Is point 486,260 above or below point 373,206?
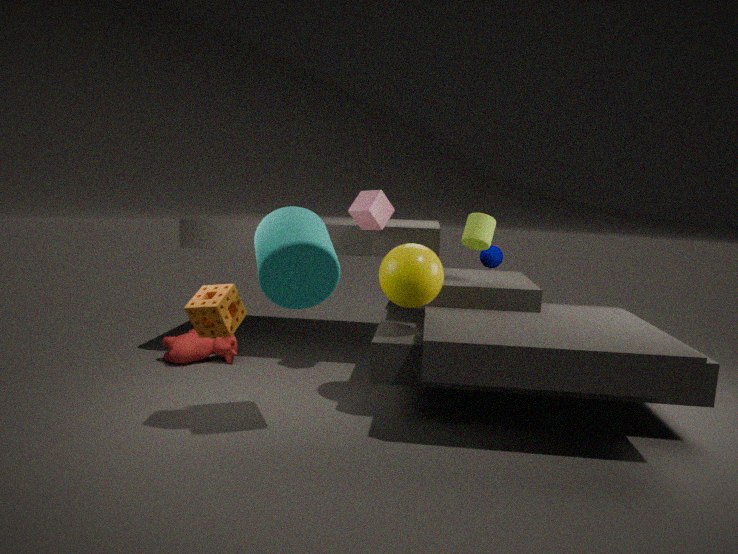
below
